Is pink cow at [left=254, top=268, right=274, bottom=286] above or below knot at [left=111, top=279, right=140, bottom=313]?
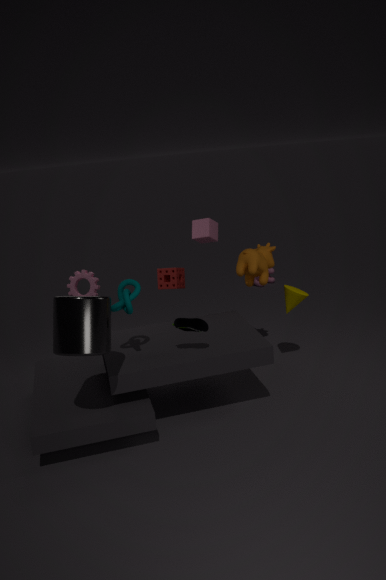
below
